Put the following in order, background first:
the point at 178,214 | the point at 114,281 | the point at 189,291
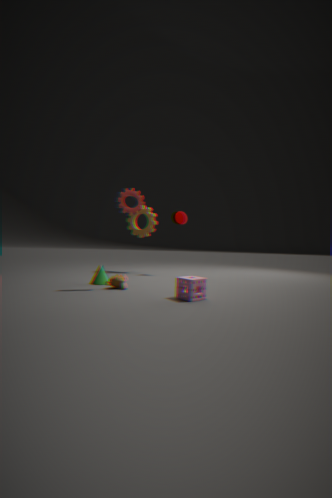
the point at 178,214 < the point at 114,281 < the point at 189,291
